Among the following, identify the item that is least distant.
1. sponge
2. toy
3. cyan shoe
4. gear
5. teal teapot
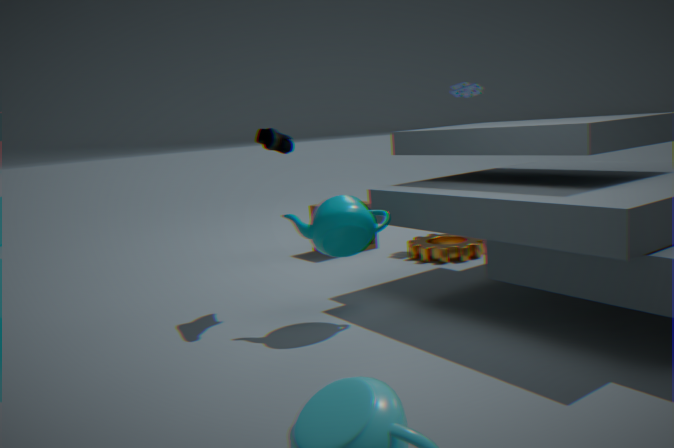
teal teapot
